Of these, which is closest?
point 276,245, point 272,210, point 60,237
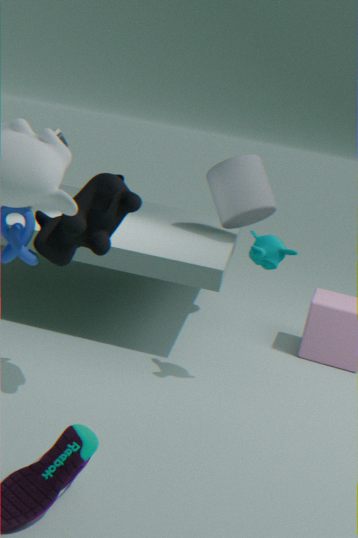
point 60,237
